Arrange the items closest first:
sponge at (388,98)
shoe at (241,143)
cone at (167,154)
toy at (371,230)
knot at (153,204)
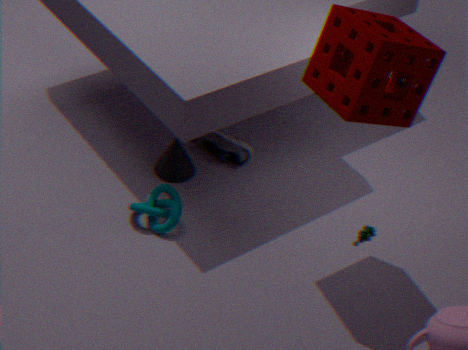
sponge at (388,98) < knot at (153,204) < toy at (371,230) < cone at (167,154) < shoe at (241,143)
